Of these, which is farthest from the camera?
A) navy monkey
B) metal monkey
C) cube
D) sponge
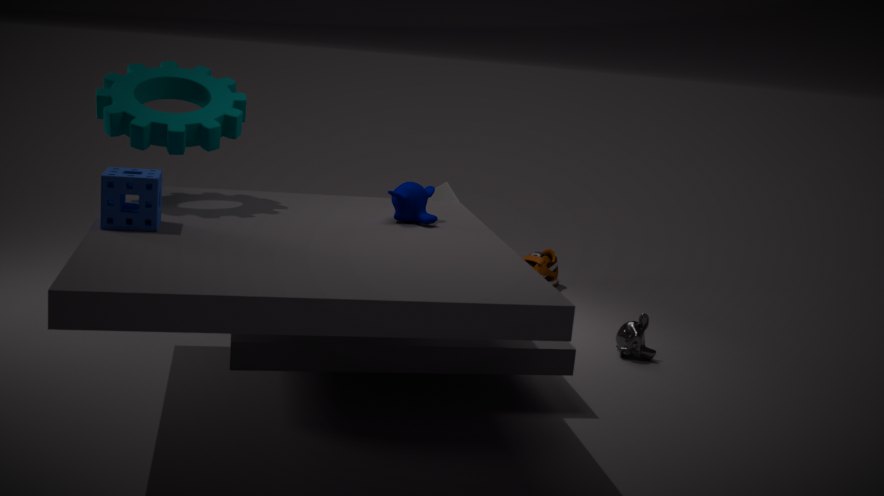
cube
